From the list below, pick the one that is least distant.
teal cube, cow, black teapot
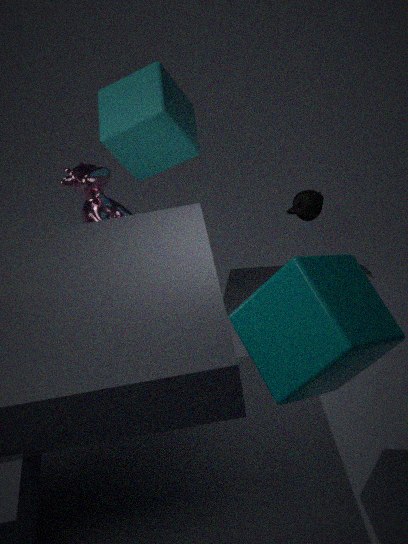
teal cube
